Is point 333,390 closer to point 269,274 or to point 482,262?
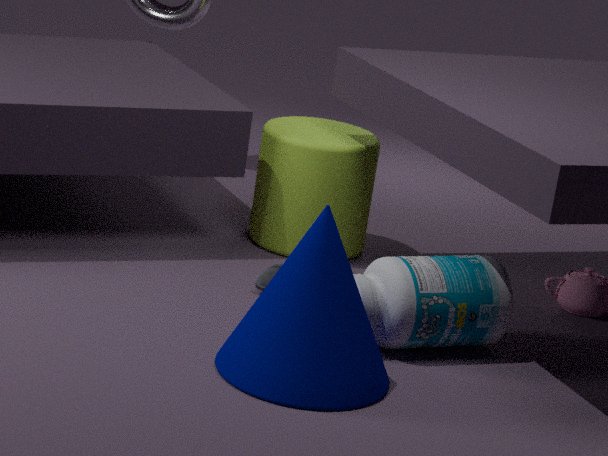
point 482,262
